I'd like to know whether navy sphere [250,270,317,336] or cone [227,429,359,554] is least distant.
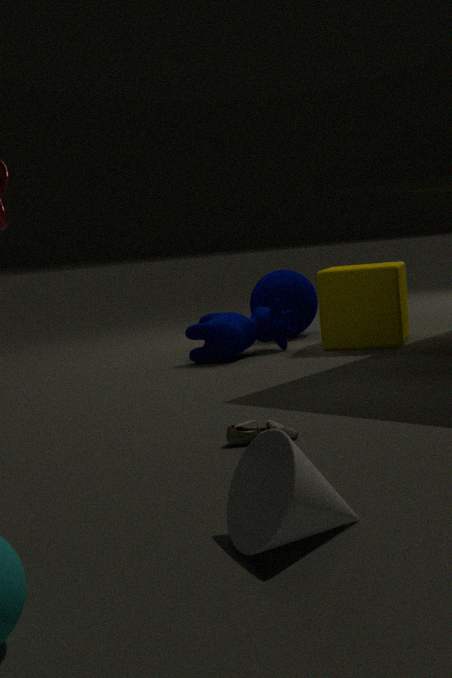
cone [227,429,359,554]
